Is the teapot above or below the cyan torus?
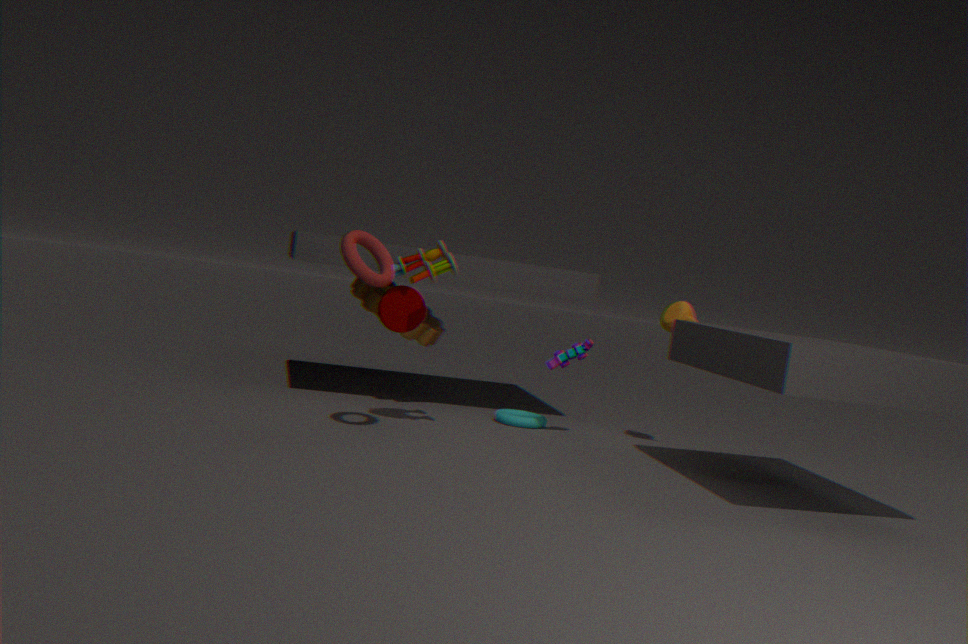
above
